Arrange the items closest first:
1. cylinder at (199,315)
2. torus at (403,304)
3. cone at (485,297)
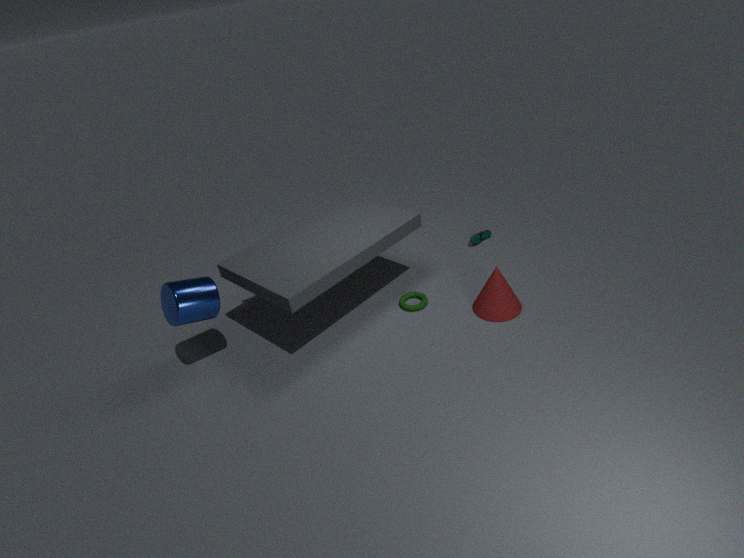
1. cylinder at (199,315)
2. cone at (485,297)
3. torus at (403,304)
